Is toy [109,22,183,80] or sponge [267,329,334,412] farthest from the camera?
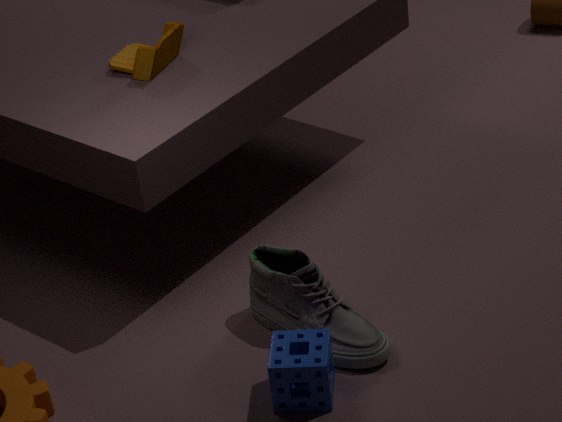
toy [109,22,183,80]
